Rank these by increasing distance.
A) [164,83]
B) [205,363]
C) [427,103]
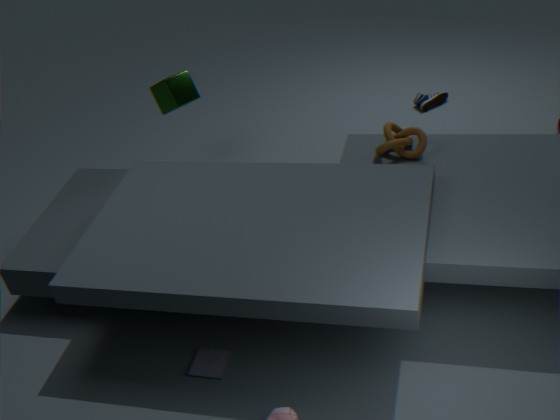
[205,363]
[164,83]
[427,103]
